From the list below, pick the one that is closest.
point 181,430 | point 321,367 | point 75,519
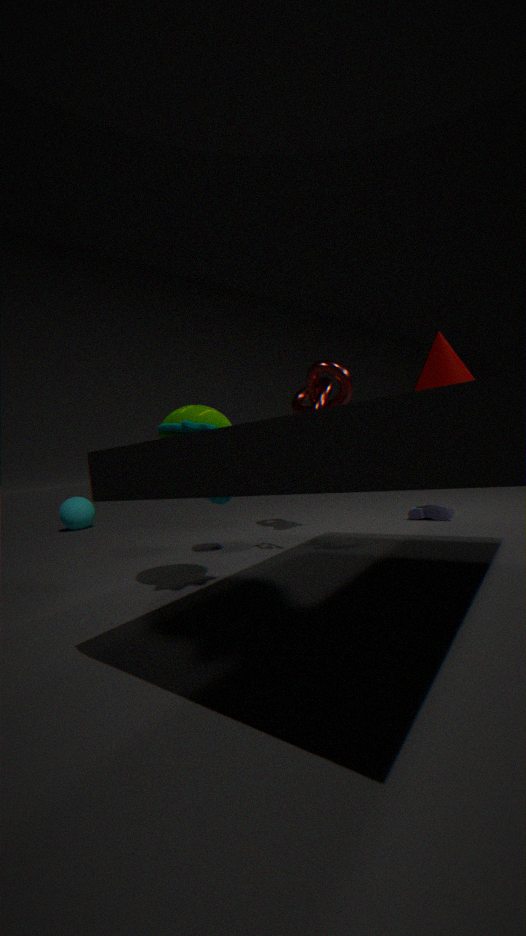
point 181,430
